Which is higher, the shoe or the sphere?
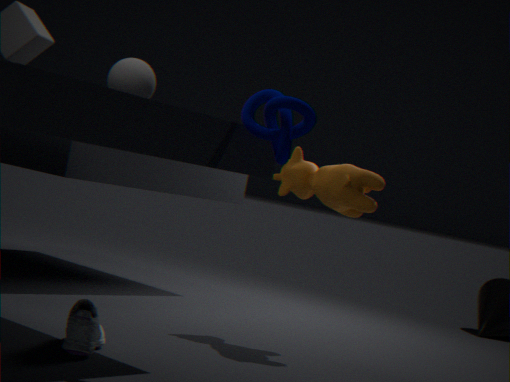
the sphere
